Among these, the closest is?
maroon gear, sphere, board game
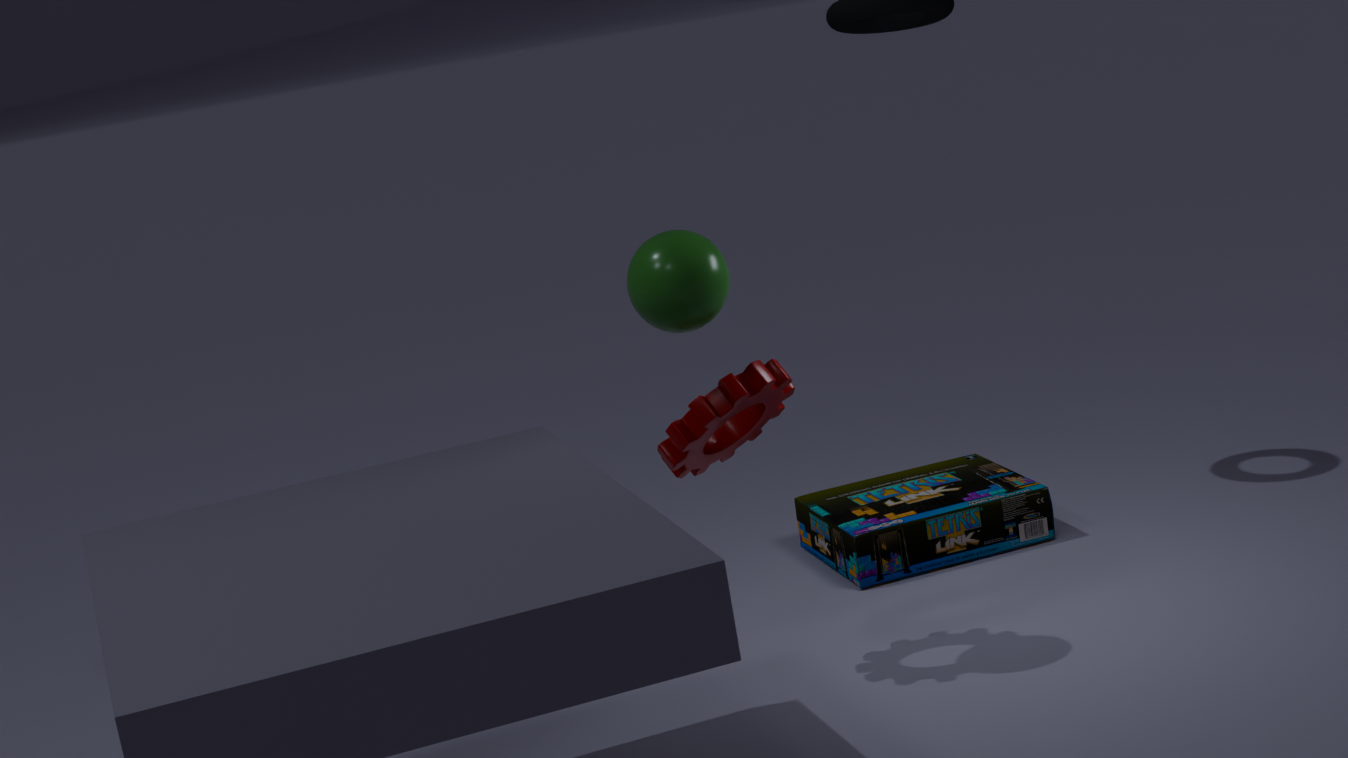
sphere
